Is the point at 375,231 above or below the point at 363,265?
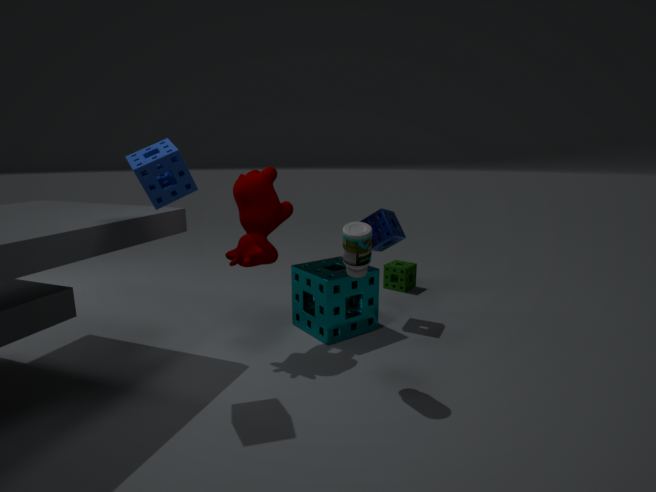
below
